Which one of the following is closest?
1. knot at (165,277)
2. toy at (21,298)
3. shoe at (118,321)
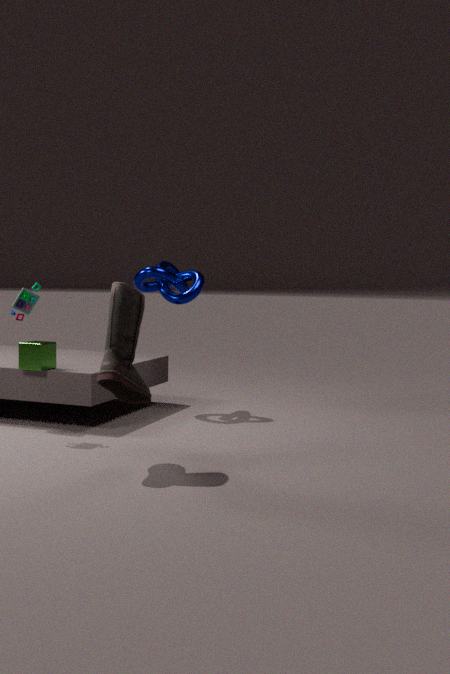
shoe at (118,321)
